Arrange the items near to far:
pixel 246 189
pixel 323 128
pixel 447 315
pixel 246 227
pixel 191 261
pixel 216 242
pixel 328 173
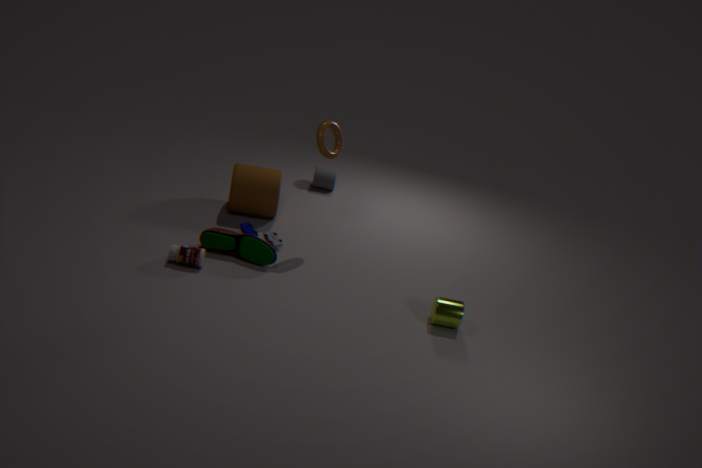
pixel 447 315
pixel 191 261
pixel 216 242
pixel 323 128
pixel 246 227
pixel 246 189
pixel 328 173
